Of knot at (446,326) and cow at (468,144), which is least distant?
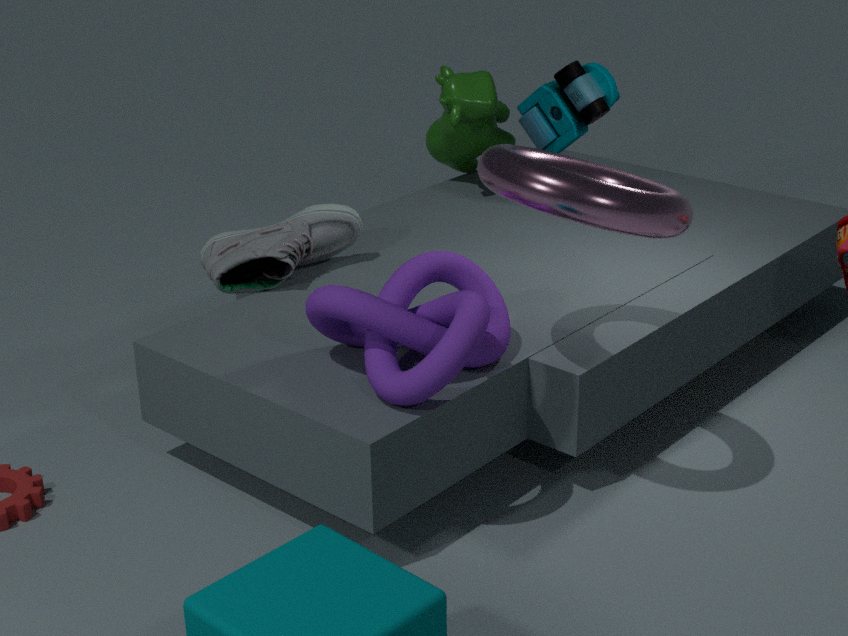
knot at (446,326)
